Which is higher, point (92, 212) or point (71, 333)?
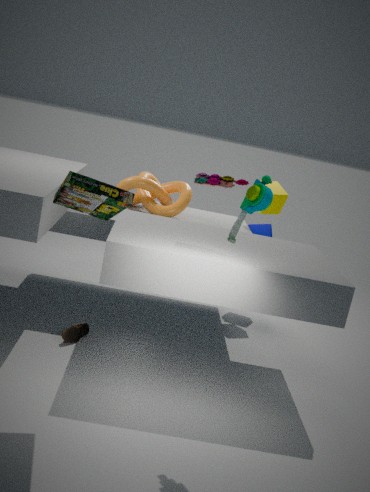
point (92, 212)
